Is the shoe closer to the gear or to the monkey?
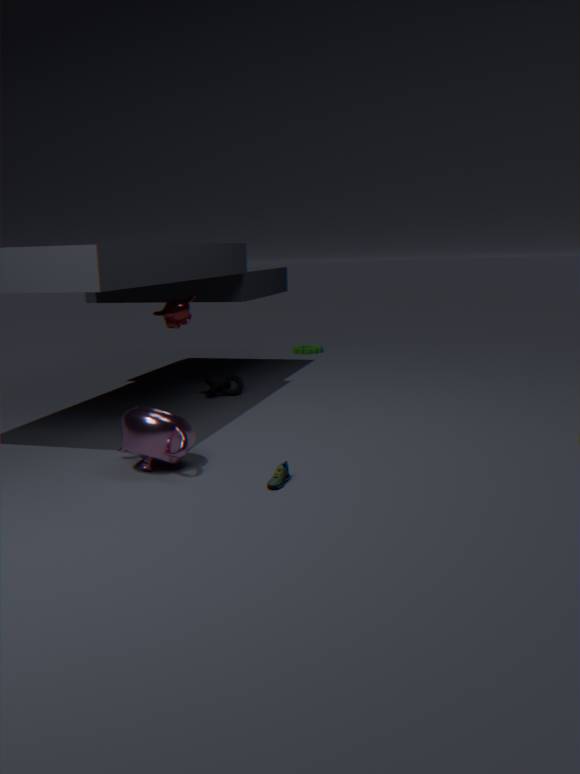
the monkey
